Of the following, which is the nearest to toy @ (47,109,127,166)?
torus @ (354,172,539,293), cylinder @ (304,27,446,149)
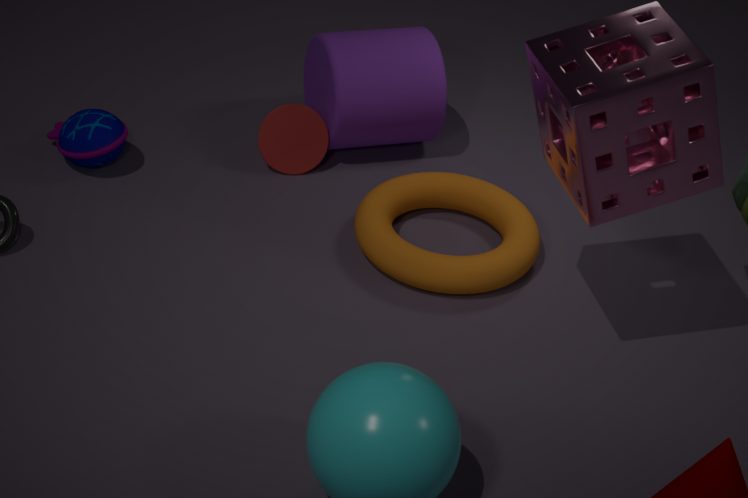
cylinder @ (304,27,446,149)
